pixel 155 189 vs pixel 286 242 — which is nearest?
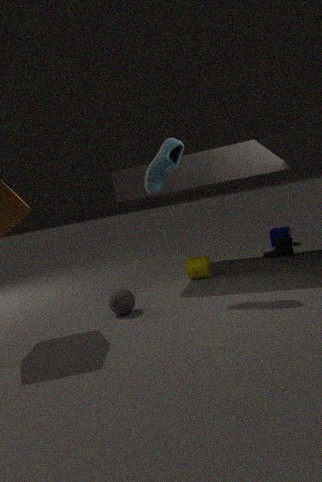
pixel 155 189
